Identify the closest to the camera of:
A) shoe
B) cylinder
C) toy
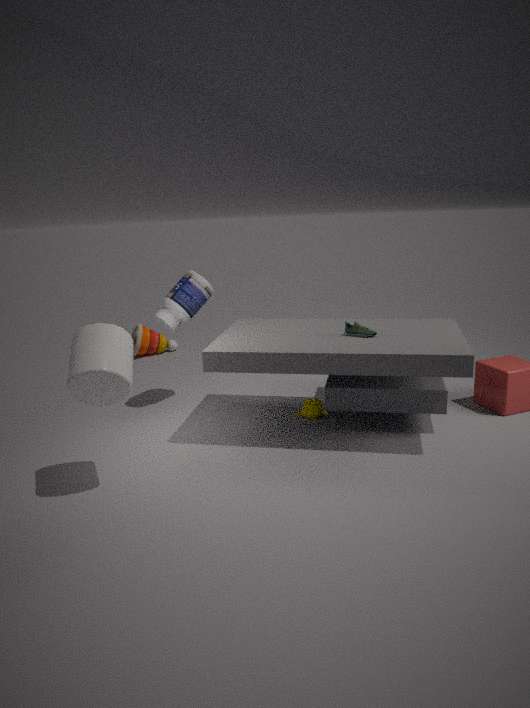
cylinder
